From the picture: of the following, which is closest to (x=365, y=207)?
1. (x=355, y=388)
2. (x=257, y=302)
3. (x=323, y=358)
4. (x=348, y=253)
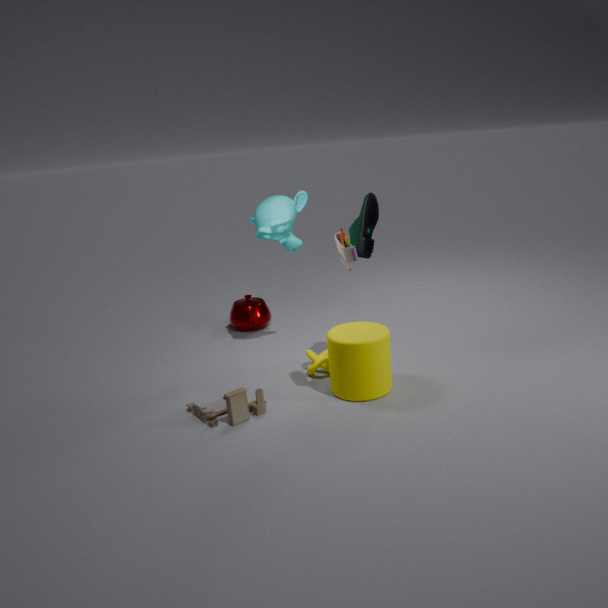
(x=348, y=253)
